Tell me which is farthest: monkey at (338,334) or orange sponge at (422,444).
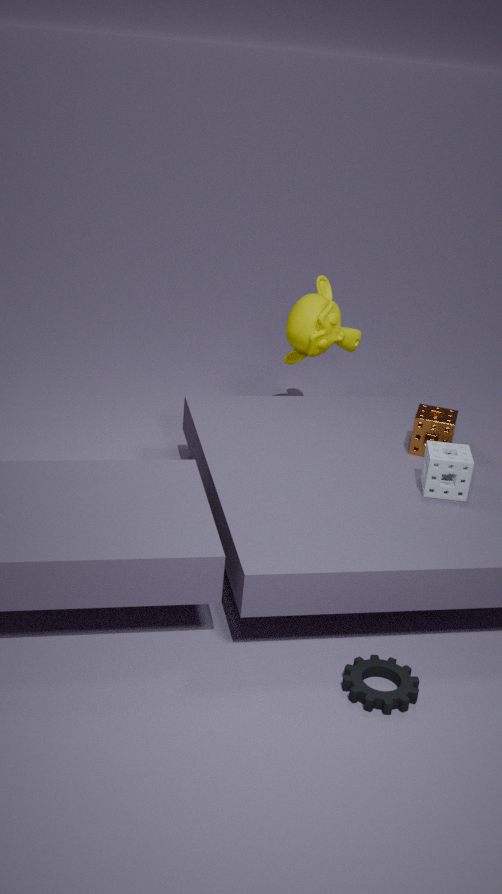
monkey at (338,334)
